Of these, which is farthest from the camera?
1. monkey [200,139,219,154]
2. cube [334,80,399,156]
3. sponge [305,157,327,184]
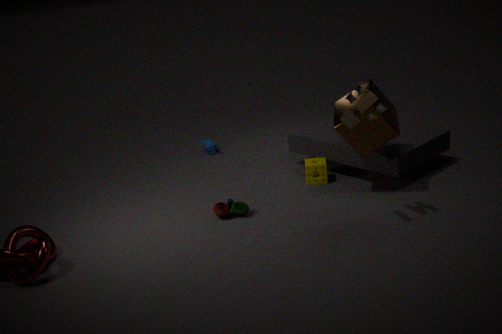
monkey [200,139,219,154]
